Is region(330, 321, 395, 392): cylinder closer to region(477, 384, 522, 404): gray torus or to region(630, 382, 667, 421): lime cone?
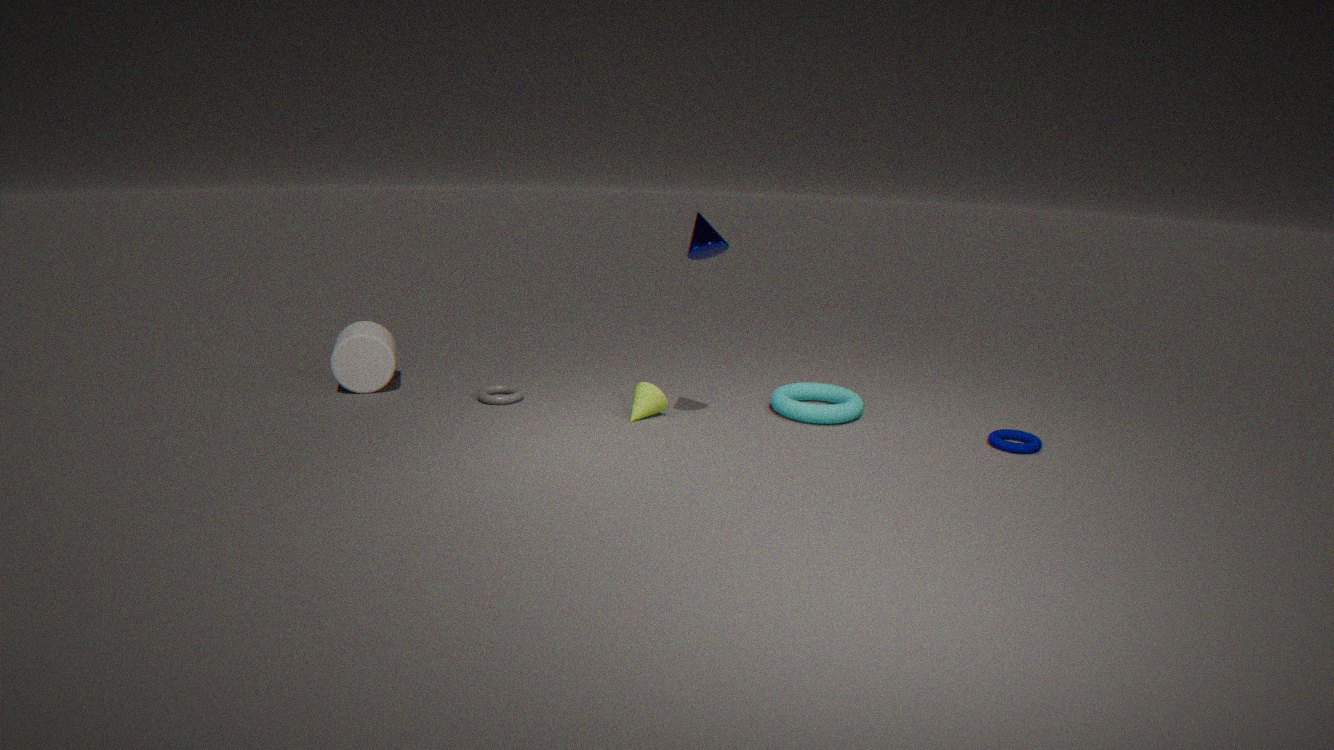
region(477, 384, 522, 404): gray torus
